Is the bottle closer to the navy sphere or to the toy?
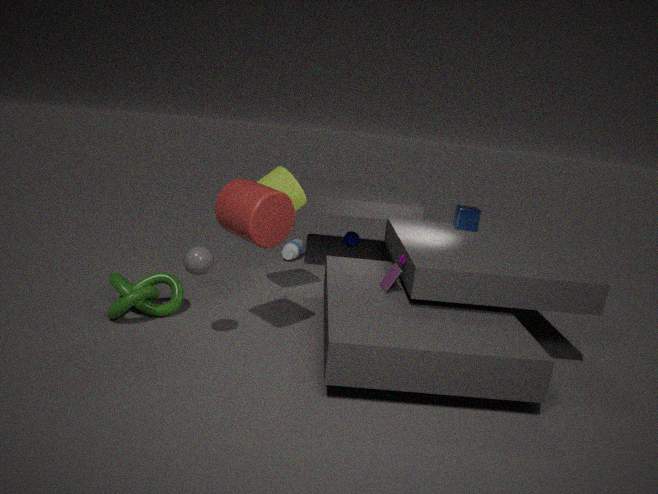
the navy sphere
